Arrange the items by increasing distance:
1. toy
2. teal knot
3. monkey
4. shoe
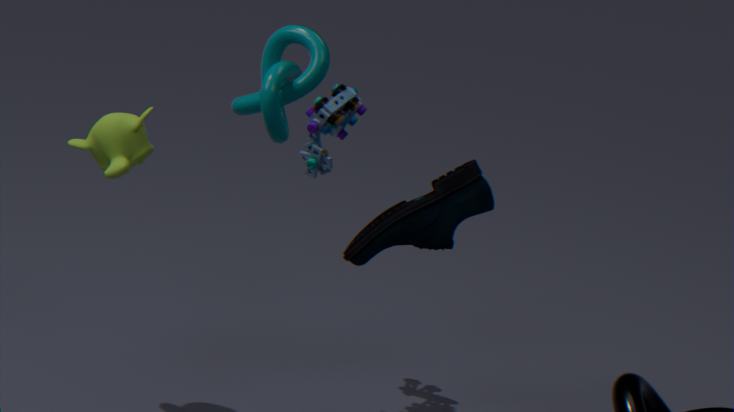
teal knot → monkey → shoe → toy
